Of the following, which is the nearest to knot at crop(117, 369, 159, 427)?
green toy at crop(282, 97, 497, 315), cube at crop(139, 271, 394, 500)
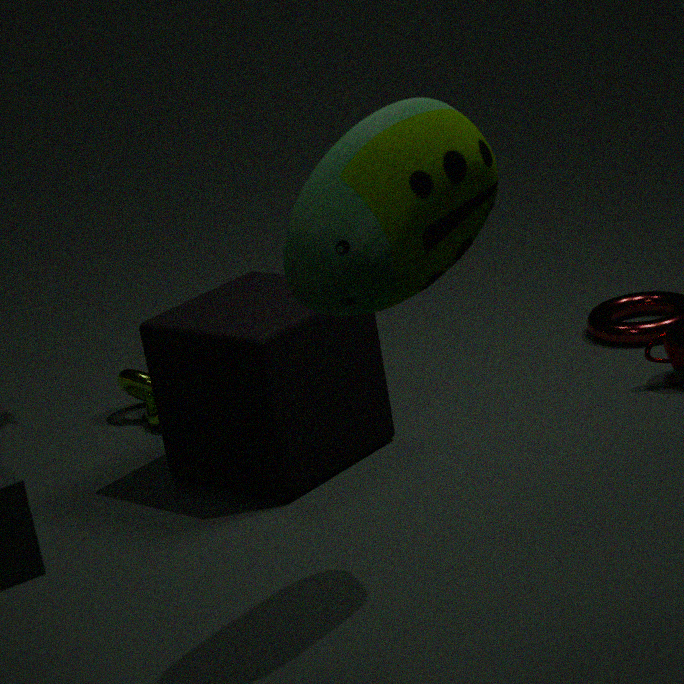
cube at crop(139, 271, 394, 500)
